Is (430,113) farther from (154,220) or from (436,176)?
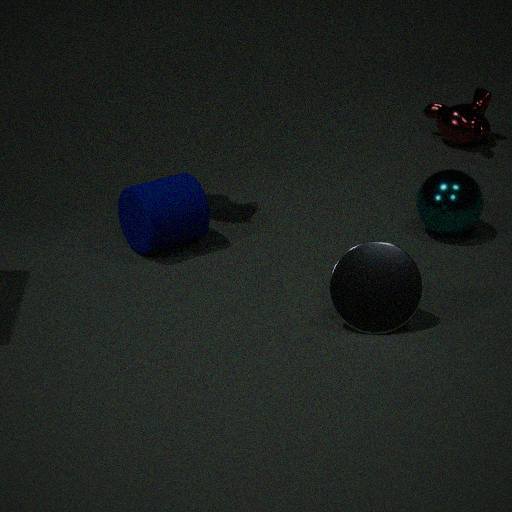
(154,220)
